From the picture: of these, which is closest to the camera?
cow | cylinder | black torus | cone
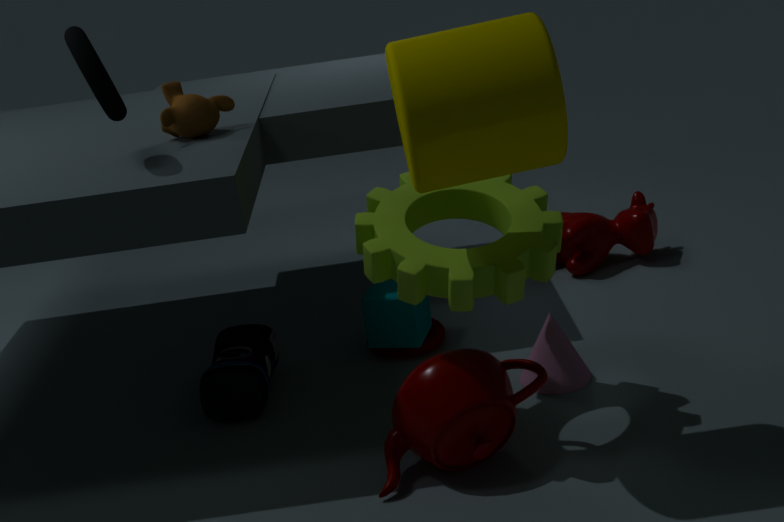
cylinder
